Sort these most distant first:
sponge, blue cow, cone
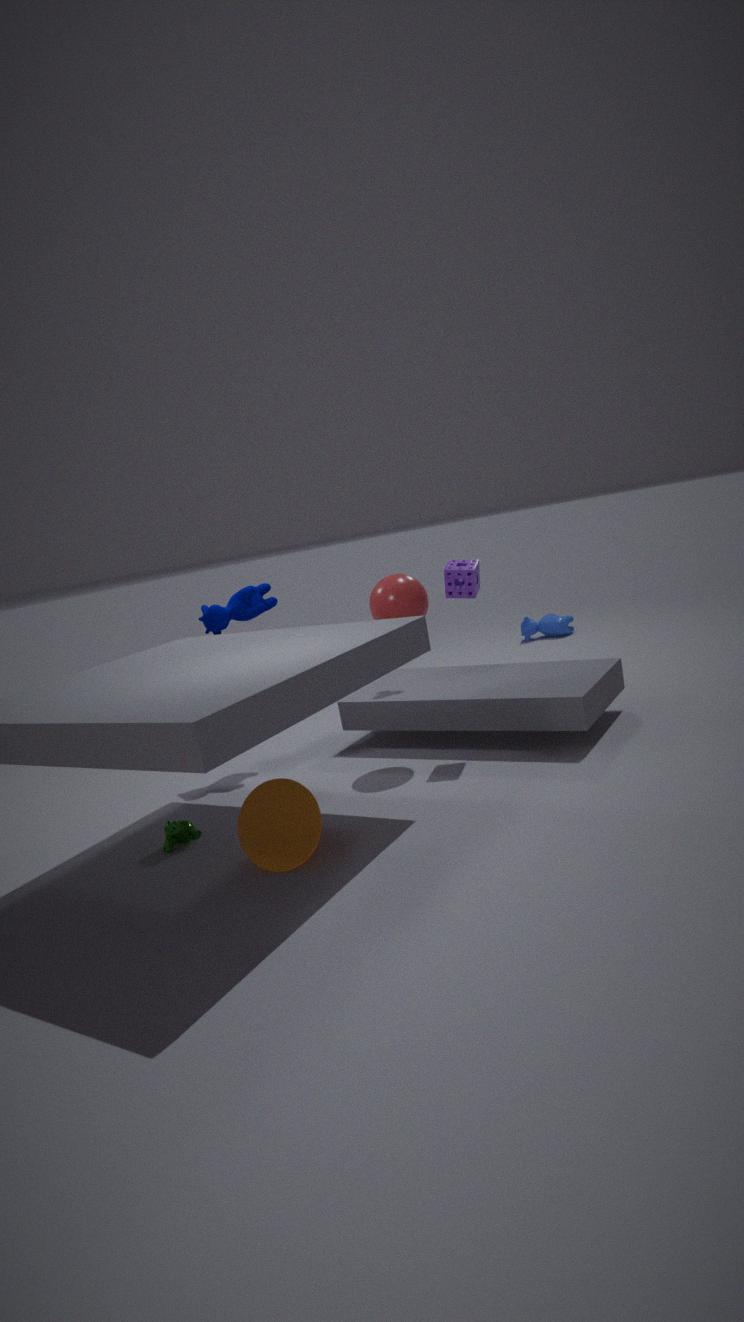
1. blue cow
2. sponge
3. cone
